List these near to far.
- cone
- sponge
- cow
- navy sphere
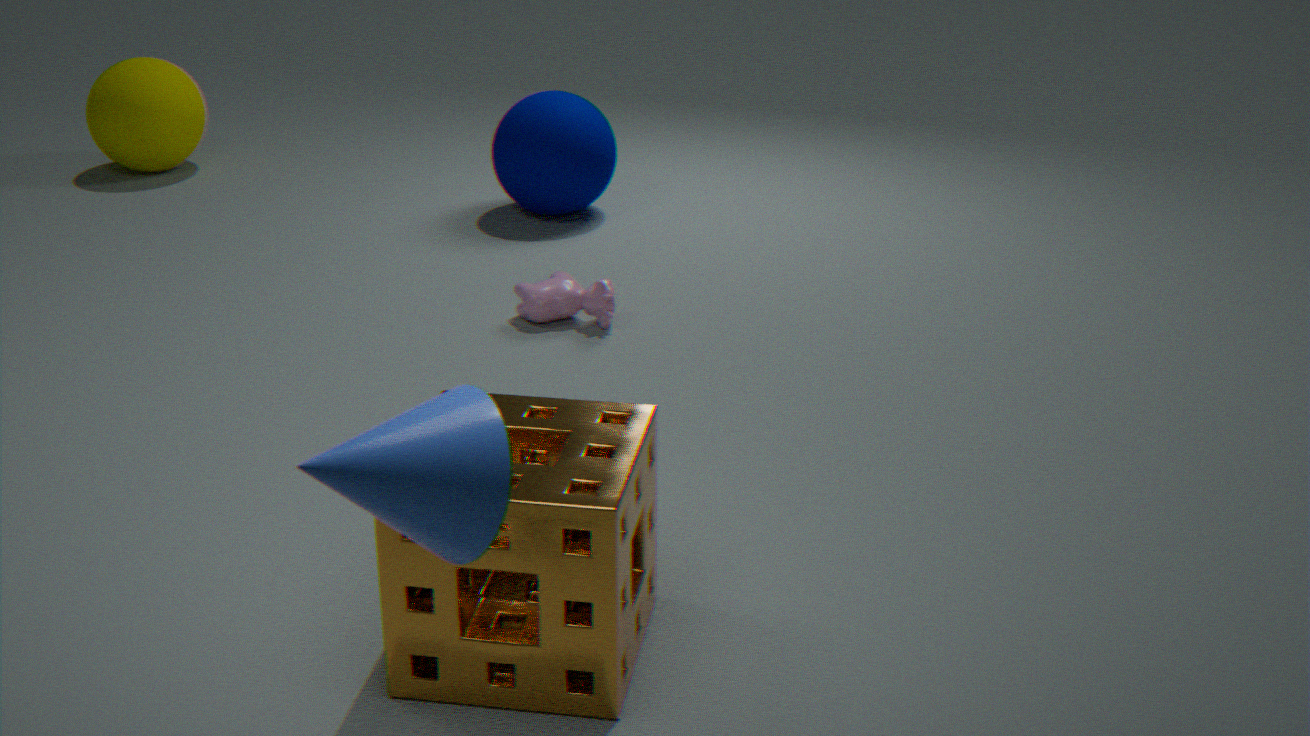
1. cone
2. sponge
3. cow
4. navy sphere
